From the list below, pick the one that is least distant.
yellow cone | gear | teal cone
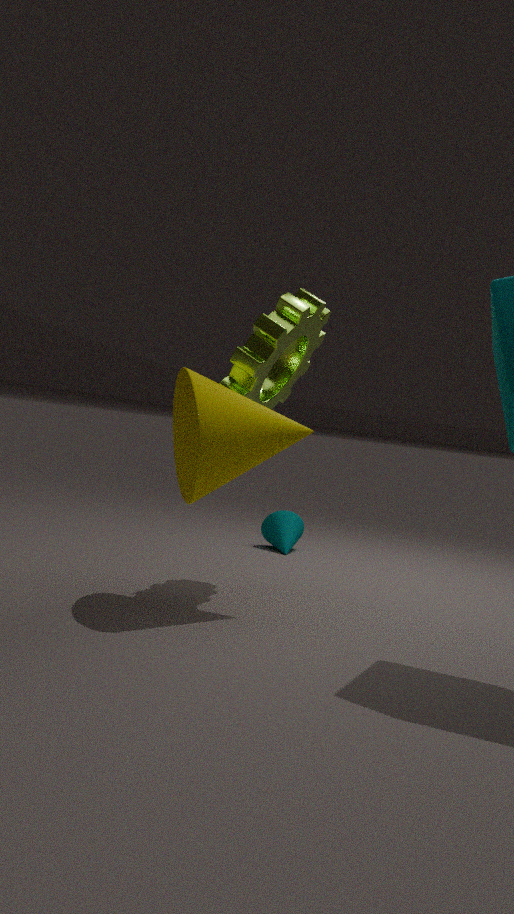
yellow cone
